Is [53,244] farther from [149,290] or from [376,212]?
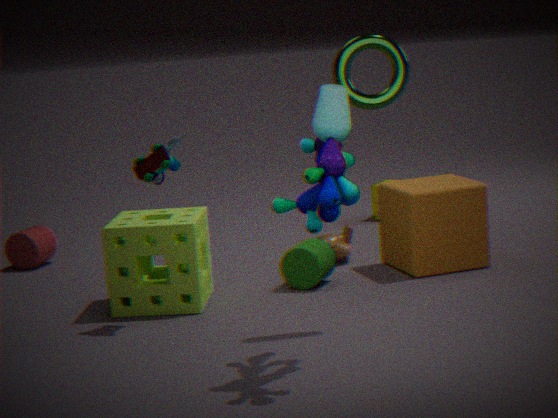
[376,212]
